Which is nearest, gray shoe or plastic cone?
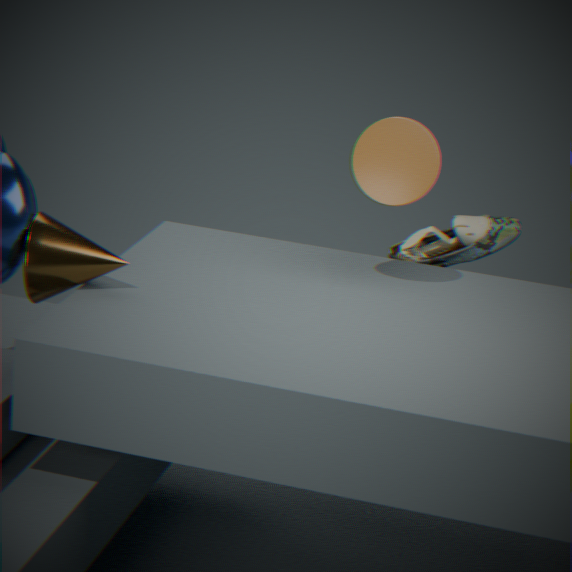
plastic cone
